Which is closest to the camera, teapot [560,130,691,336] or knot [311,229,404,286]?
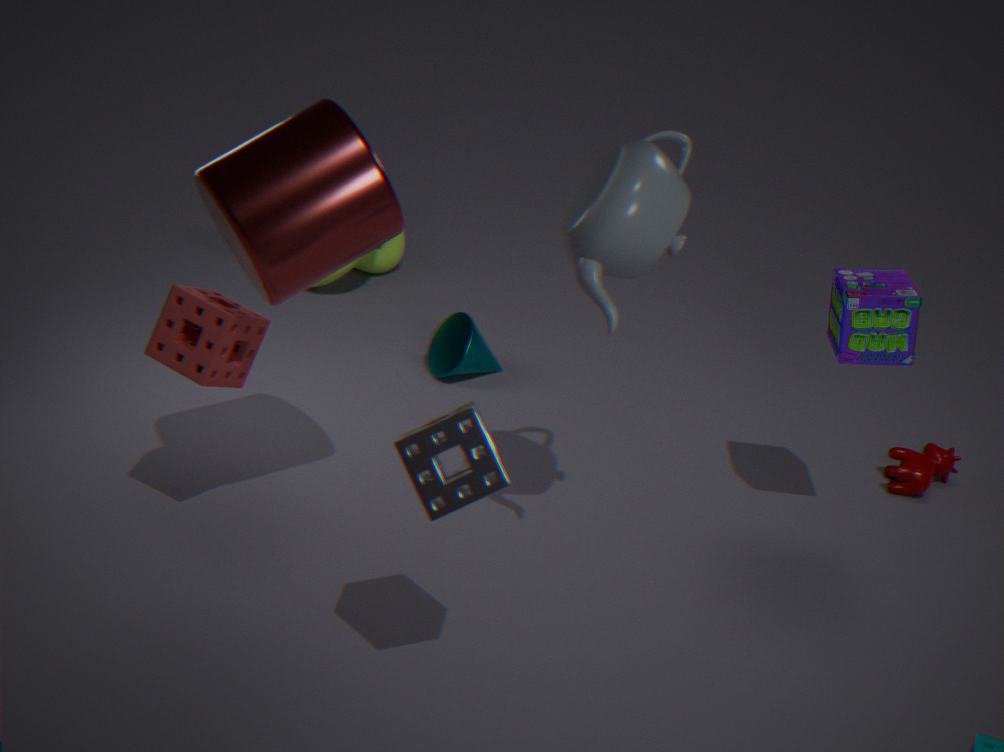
teapot [560,130,691,336]
